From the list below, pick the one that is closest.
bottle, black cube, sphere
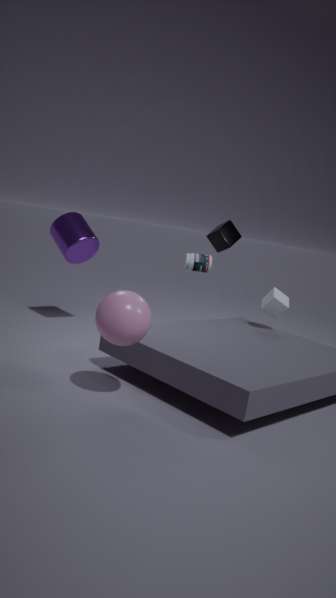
sphere
